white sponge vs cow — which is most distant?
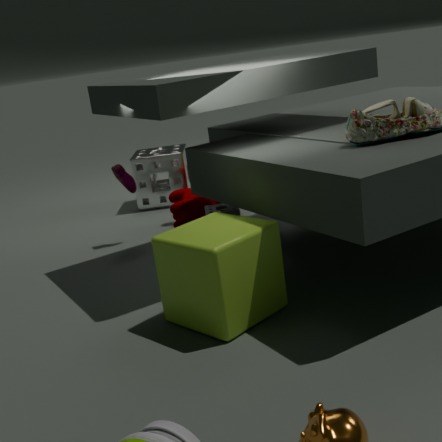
white sponge
